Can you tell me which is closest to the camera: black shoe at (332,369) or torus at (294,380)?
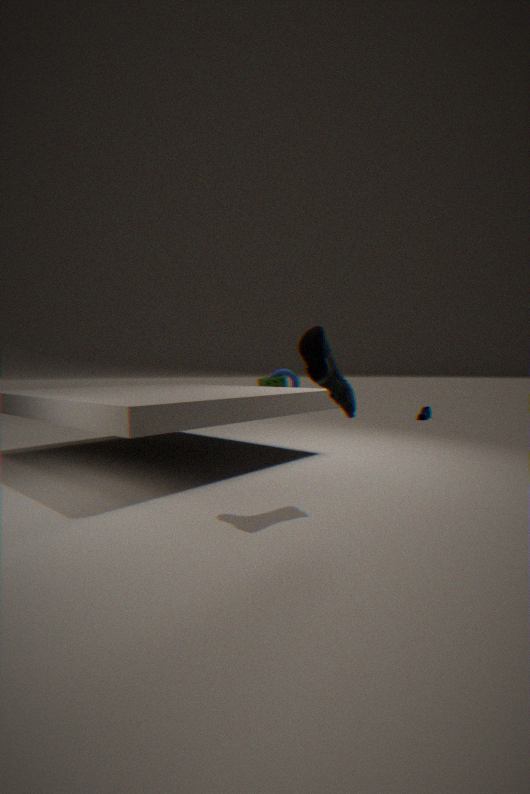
black shoe at (332,369)
